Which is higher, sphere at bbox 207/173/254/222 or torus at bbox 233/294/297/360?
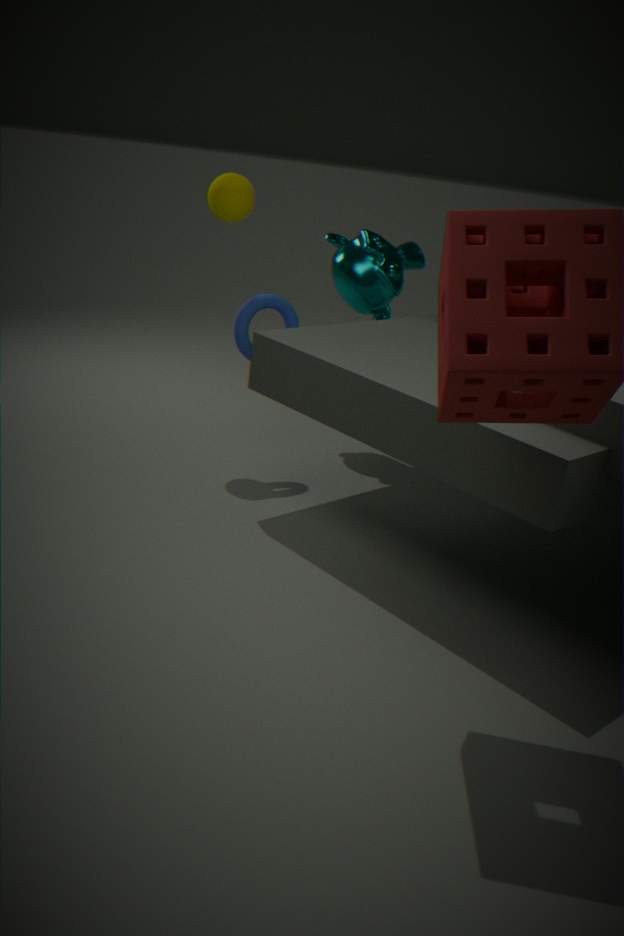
sphere at bbox 207/173/254/222
